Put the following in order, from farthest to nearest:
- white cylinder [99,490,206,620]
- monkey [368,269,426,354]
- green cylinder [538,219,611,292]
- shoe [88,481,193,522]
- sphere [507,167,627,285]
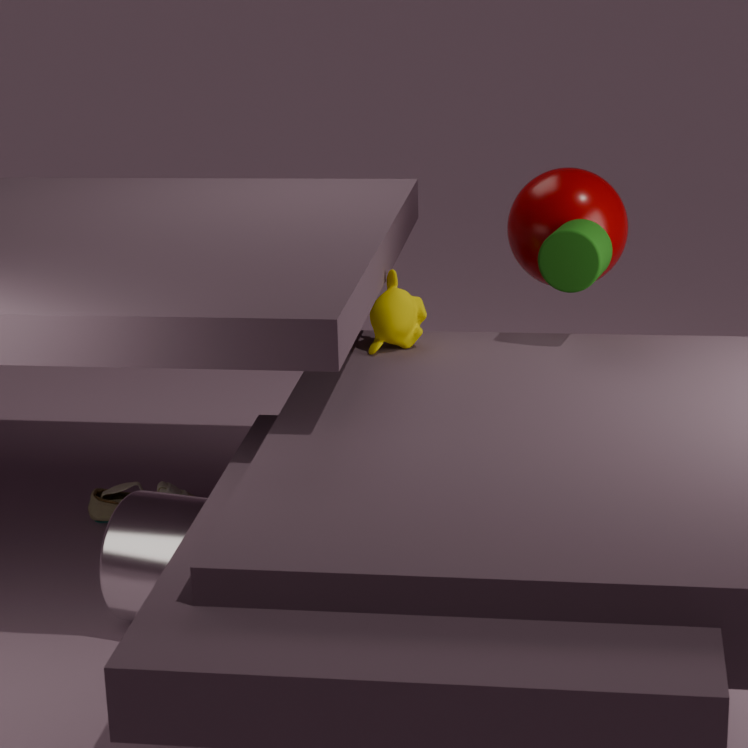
shoe [88,481,193,522], sphere [507,167,627,285], monkey [368,269,426,354], green cylinder [538,219,611,292], white cylinder [99,490,206,620]
